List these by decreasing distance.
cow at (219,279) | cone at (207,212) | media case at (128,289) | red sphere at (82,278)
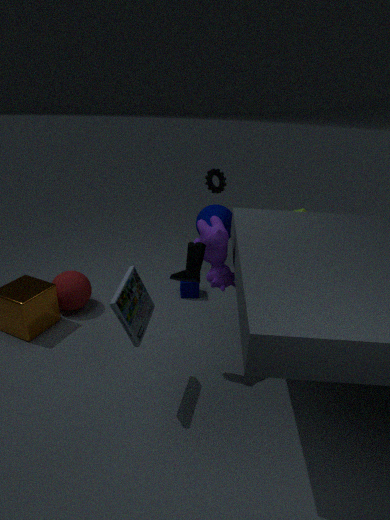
cone at (207,212), red sphere at (82,278), cow at (219,279), media case at (128,289)
